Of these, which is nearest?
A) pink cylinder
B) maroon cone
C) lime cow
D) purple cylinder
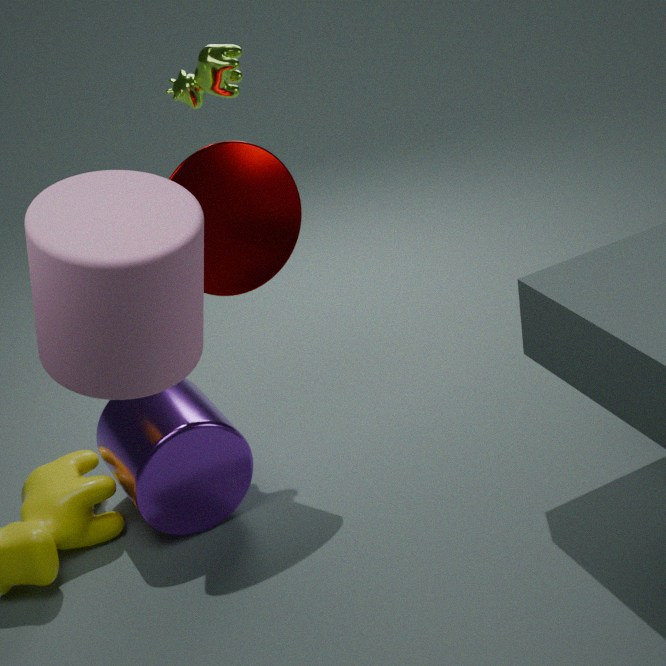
pink cylinder
